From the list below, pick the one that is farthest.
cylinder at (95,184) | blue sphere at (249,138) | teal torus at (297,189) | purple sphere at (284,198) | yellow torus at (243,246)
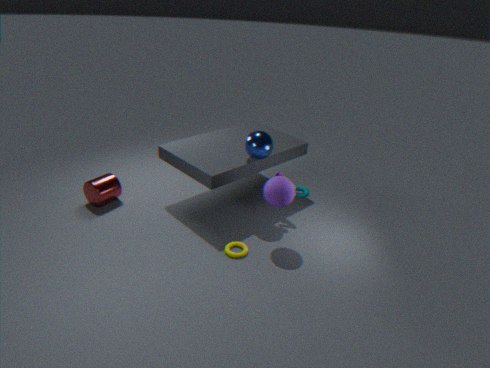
teal torus at (297,189)
